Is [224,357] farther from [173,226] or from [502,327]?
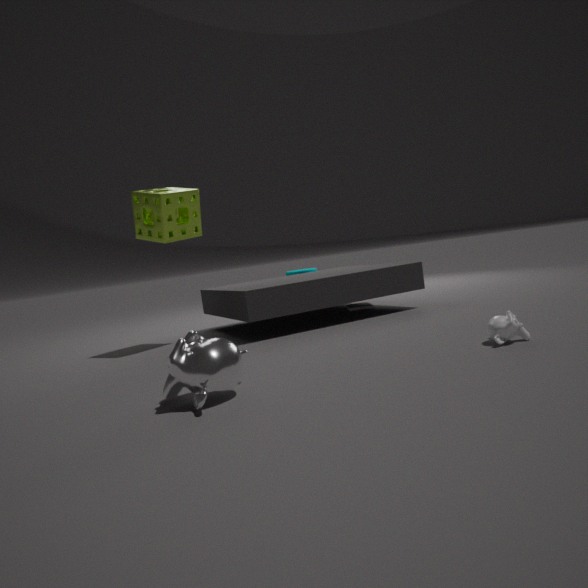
[173,226]
